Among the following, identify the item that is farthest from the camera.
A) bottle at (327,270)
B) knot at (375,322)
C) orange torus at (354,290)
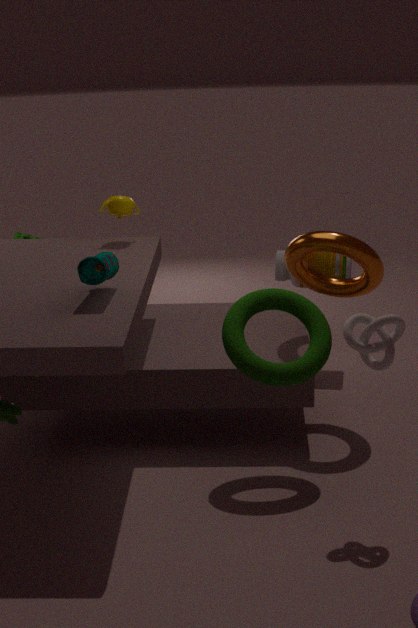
bottle at (327,270)
